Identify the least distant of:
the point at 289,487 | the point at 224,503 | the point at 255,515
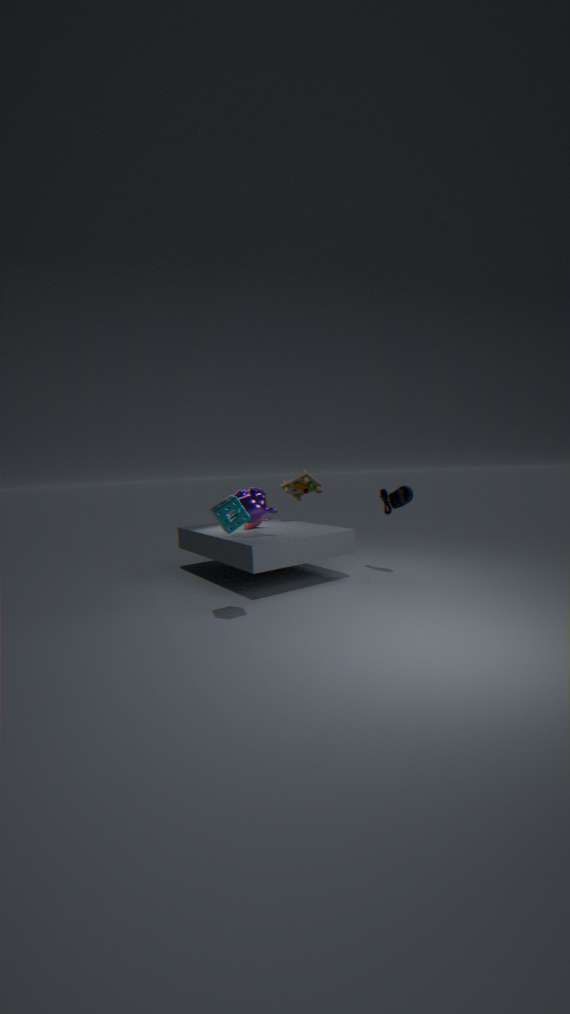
the point at 224,503
